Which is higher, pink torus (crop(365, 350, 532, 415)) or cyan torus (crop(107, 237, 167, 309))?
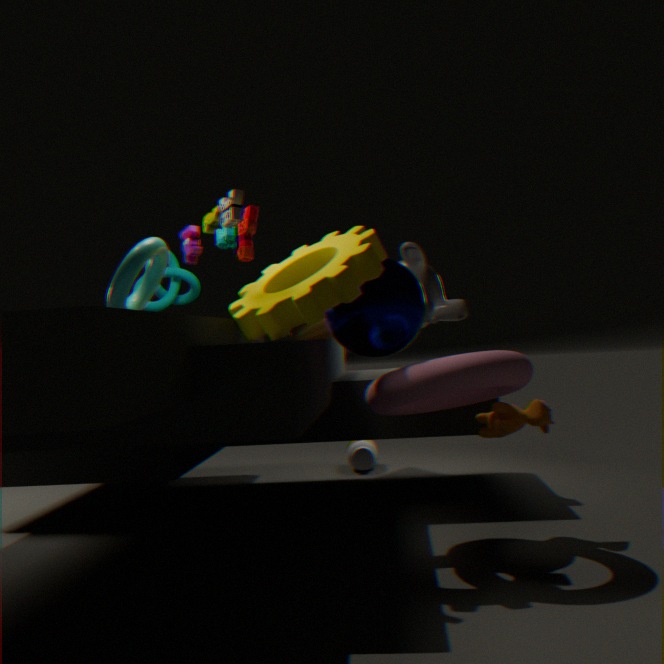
cyan torus (crop(107, 237, 167, 309))
